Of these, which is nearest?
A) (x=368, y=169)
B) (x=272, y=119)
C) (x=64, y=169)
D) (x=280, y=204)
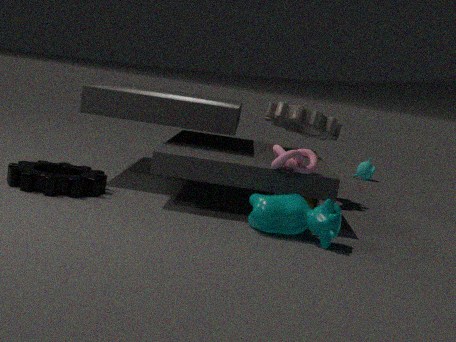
(x=280, y=204)
